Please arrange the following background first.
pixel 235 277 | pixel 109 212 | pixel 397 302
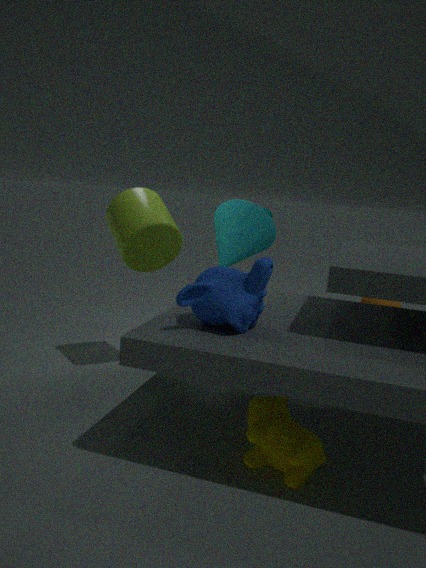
pixel 397 302 < pixel 109 212 < pixel 235 277
